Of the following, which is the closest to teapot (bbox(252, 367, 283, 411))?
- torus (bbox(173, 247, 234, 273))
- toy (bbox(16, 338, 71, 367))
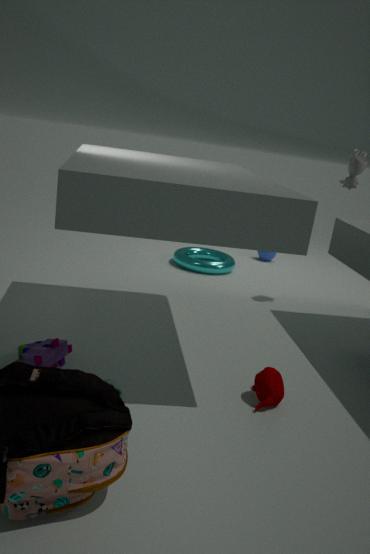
toy (bbox(16, 338, 71, 367))
